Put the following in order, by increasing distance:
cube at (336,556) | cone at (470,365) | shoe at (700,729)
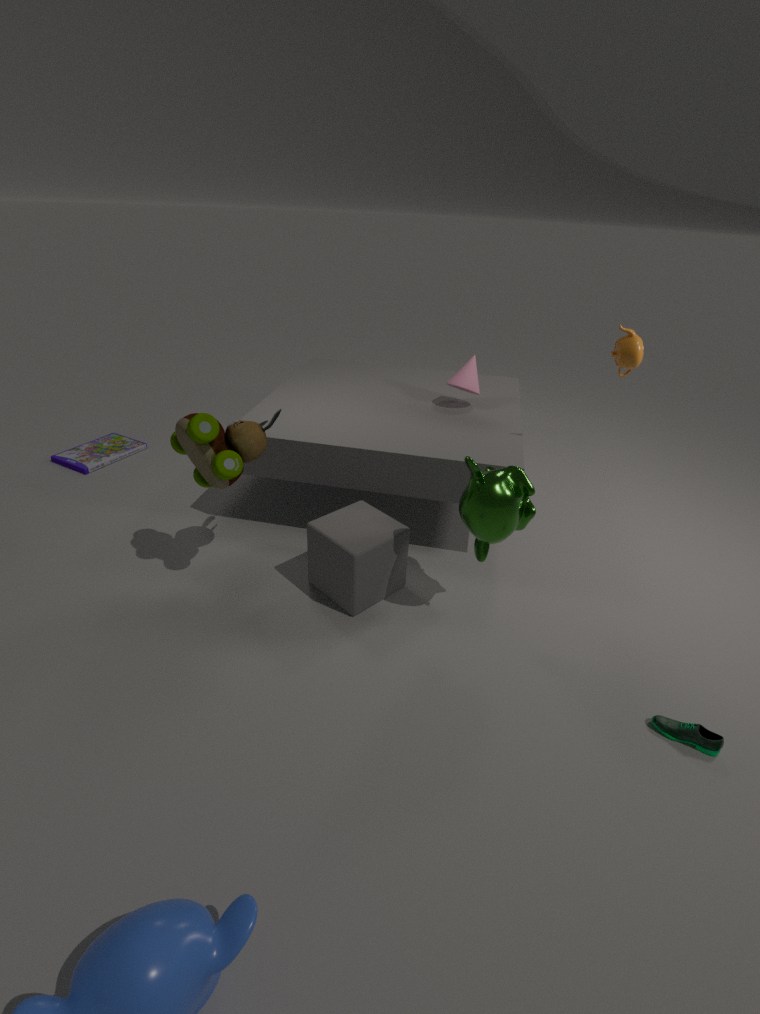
shoe at (700,729), cube at (336,556), cone at (470,365)
